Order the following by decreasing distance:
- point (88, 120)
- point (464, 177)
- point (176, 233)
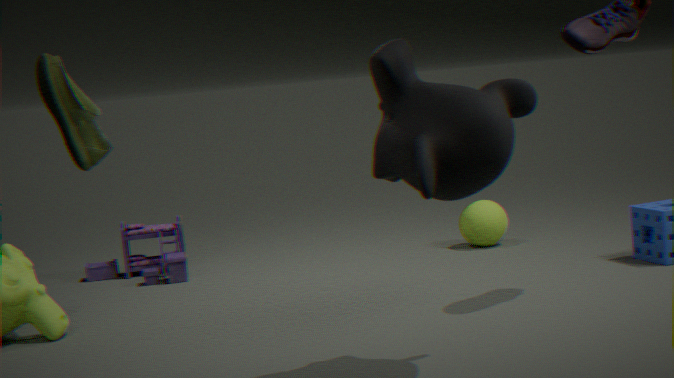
point (176, 233)
point (88, 120)
point (464, 177)
